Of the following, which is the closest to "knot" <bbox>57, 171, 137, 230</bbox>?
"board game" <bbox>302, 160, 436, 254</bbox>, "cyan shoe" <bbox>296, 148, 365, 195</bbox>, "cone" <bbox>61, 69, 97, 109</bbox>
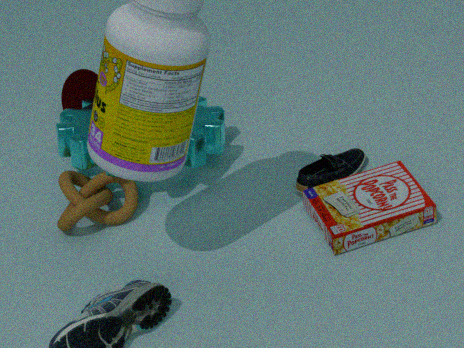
"cone" <bbox>61, 69, 97, 109</bbox>
